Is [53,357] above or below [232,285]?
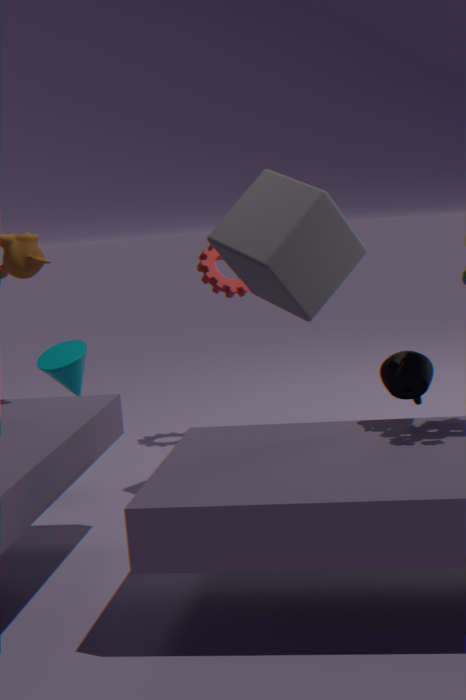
below
